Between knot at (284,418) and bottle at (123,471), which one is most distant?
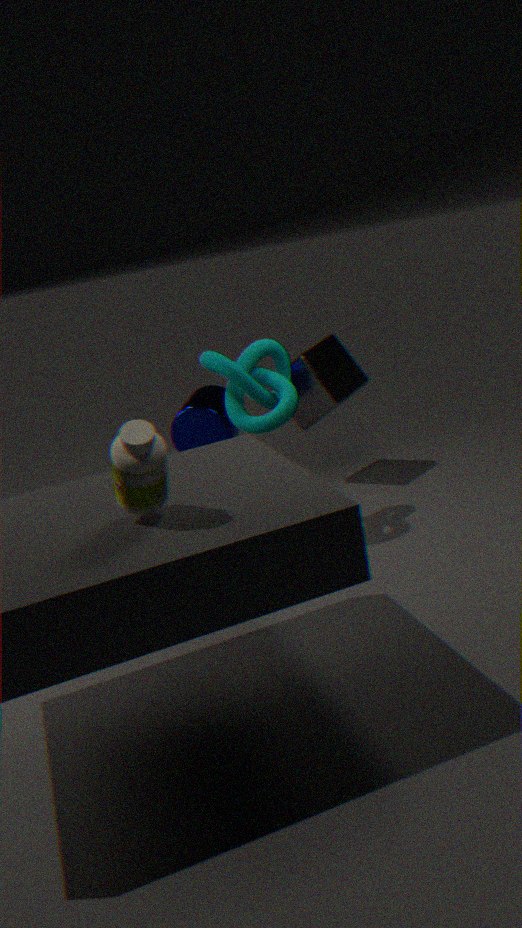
knot at (284,418)
